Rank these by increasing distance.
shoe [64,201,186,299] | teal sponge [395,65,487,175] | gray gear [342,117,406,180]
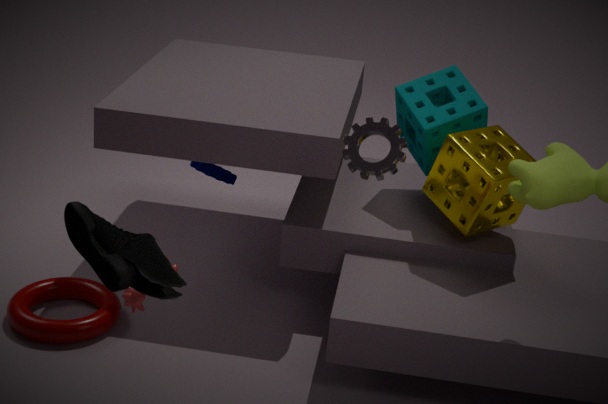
shoe [64,201,186,299] < gray gear [342,117,406,180] < teal sponge [395,65,487,175]
